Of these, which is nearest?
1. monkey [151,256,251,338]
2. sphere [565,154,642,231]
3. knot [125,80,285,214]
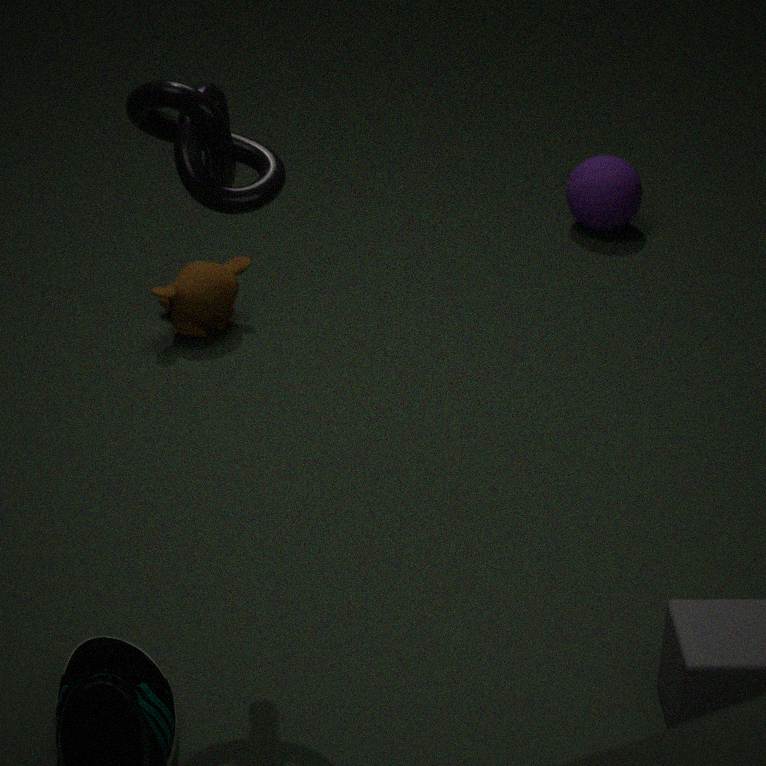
knot [125,80,285,214]
